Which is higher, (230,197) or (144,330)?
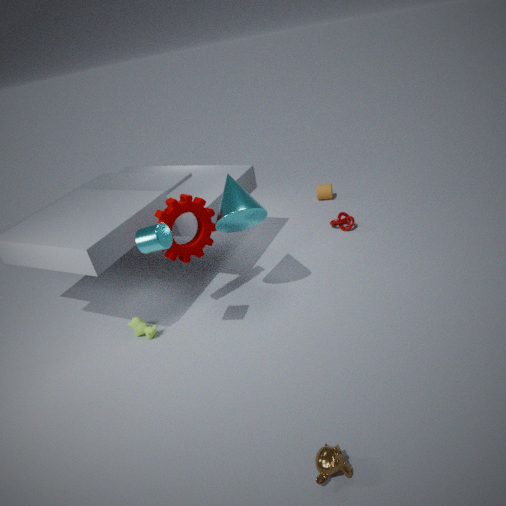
(230,197)
